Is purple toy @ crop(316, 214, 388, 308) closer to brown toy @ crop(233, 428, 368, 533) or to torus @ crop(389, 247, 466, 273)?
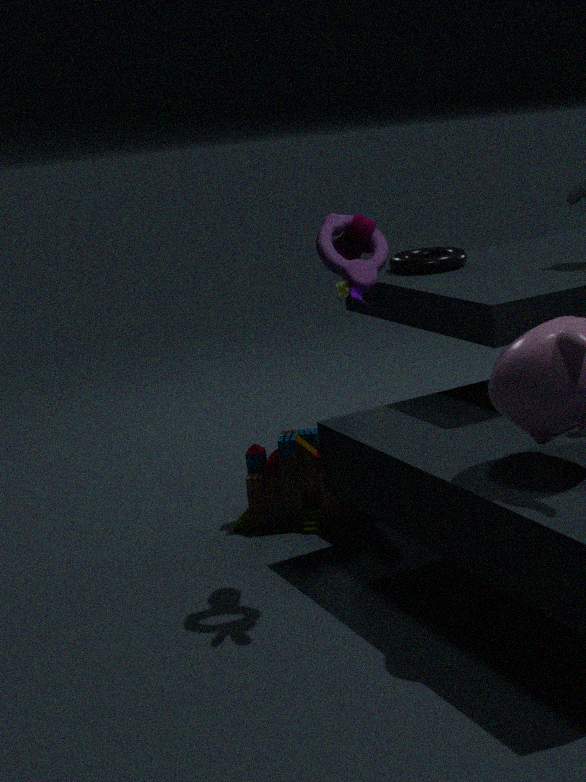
torus @ crop(389, 247, 466, 273)
